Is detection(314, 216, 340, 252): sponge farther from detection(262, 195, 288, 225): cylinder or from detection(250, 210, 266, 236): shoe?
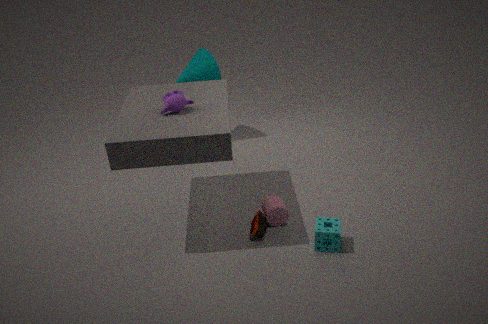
detection(250, 210, 266, 236): shoe
